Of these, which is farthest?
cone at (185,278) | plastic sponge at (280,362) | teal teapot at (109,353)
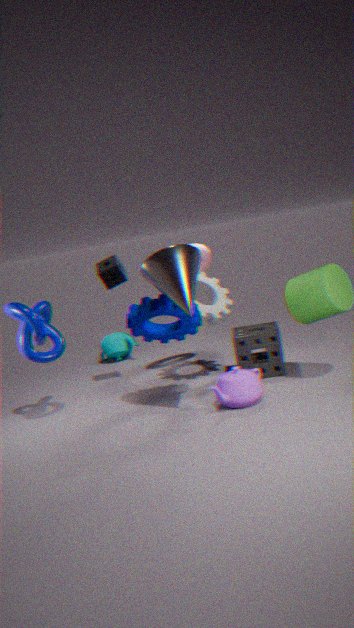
teal teapot at (109,353)
